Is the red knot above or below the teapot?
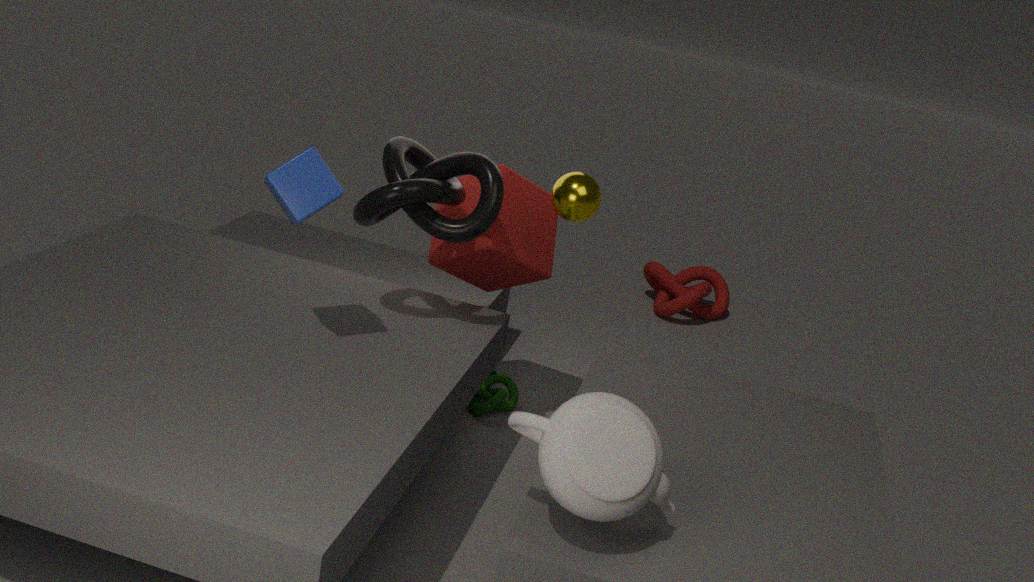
below
